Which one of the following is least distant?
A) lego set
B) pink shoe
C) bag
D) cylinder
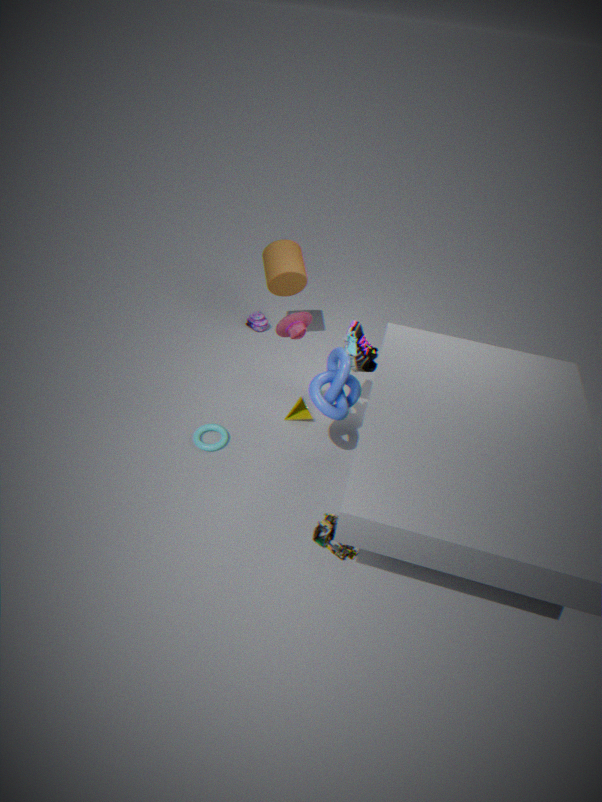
lego set
